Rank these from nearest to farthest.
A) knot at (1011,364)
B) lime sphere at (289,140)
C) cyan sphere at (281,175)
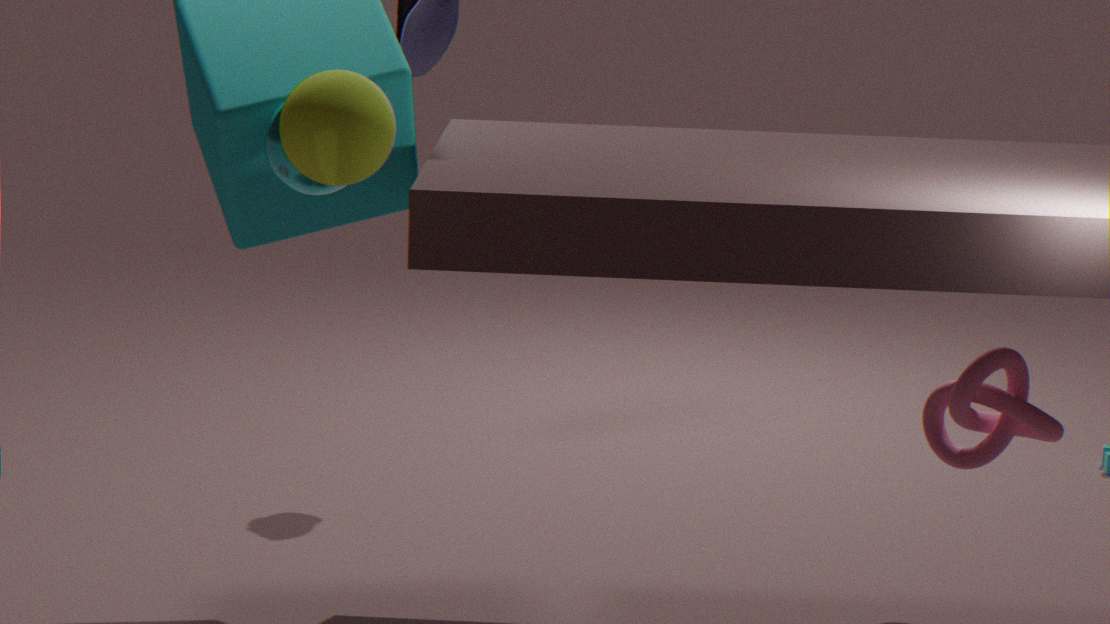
1. lime sphere at (289,140)
2. cyan sphere at (281,175)
3. knot at (1011,364)
